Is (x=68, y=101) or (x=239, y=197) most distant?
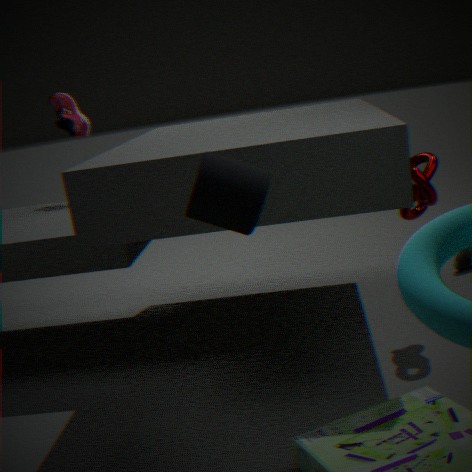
(x=68, y=101)
